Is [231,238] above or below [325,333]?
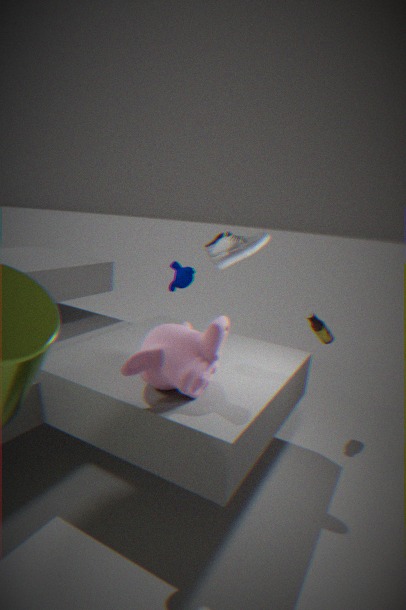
above
